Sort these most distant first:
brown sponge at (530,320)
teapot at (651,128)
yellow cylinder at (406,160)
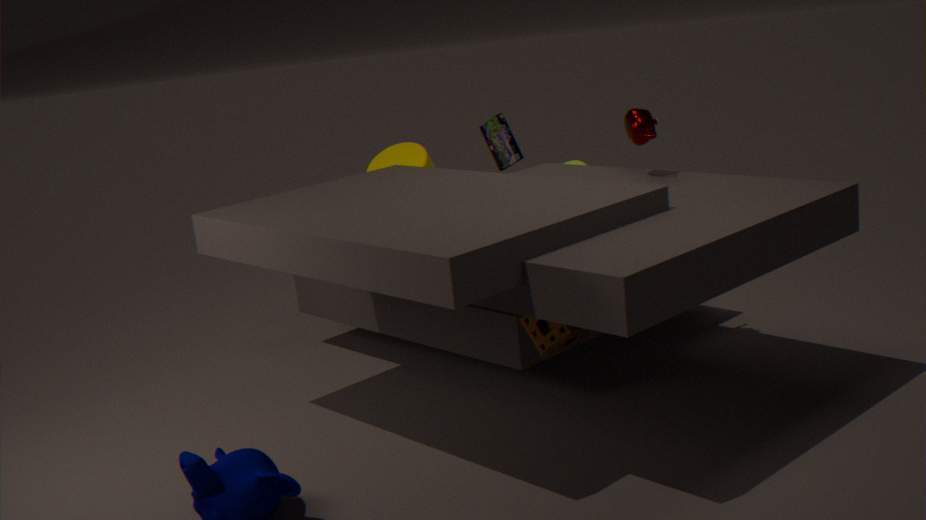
yellow cylinder at (406,160)
teapot at (651,128)
brown sponge at (530,320)
